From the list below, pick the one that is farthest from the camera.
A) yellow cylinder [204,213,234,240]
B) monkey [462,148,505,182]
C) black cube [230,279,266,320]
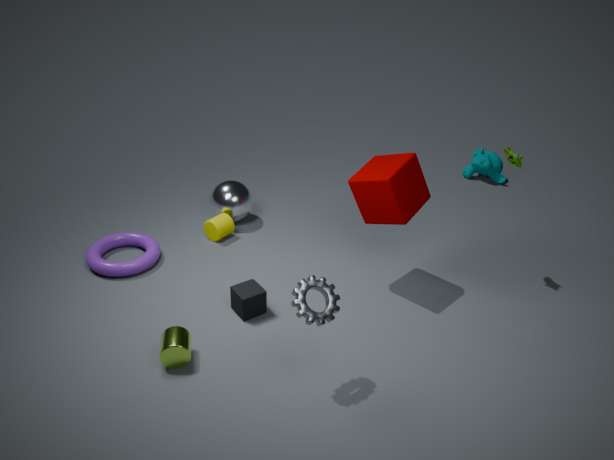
monkey [462,148,505,182]
